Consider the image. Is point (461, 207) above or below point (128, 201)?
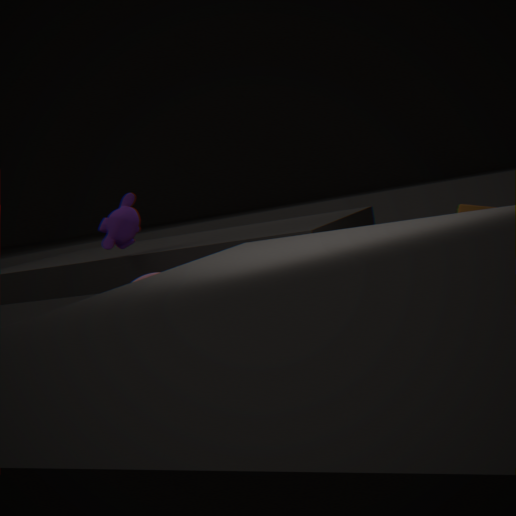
below
